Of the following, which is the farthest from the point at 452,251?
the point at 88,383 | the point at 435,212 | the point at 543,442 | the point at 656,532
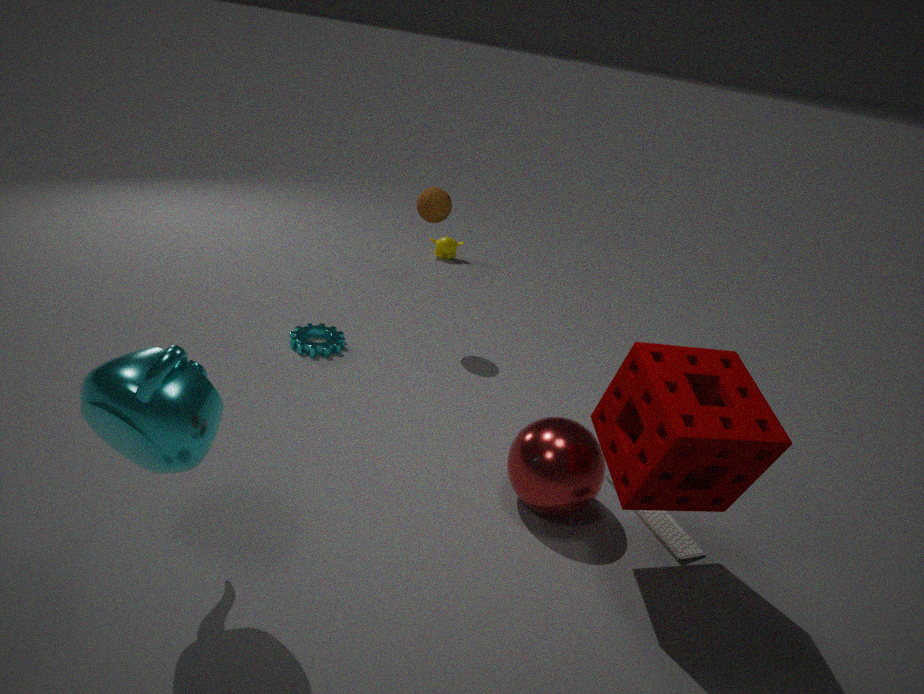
the point at 88,383
